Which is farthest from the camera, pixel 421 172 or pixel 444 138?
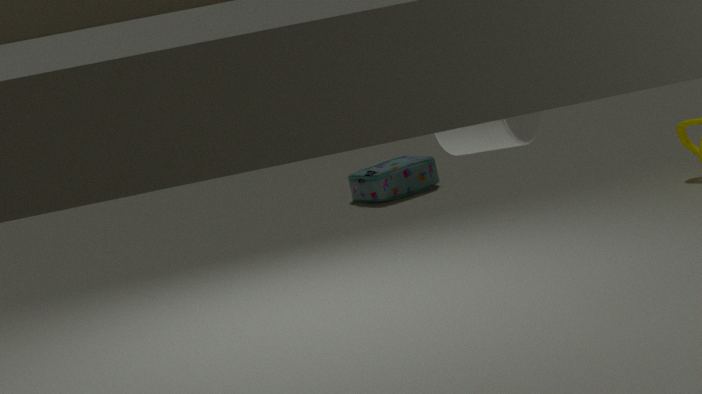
pixel 421 172
